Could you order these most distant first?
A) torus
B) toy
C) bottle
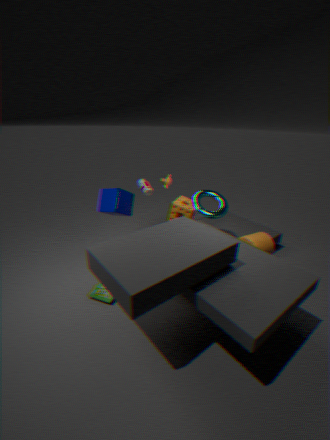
C. bottle < A. torus < B. toy
